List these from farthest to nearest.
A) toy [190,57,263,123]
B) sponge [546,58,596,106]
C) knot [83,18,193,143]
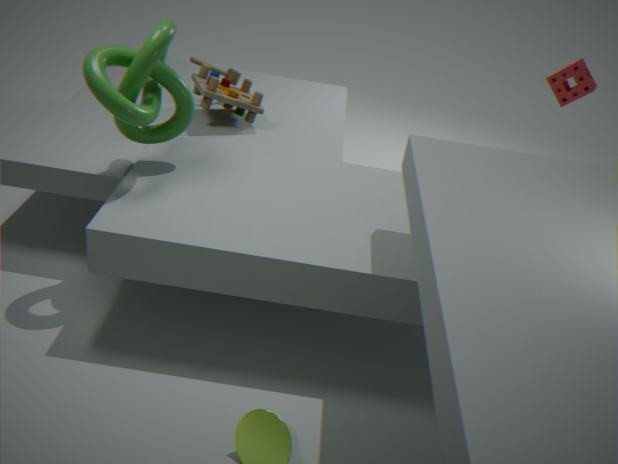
sponge [546,58,596,106], toy [190,57,263,123], knot [83,18,193,143]
